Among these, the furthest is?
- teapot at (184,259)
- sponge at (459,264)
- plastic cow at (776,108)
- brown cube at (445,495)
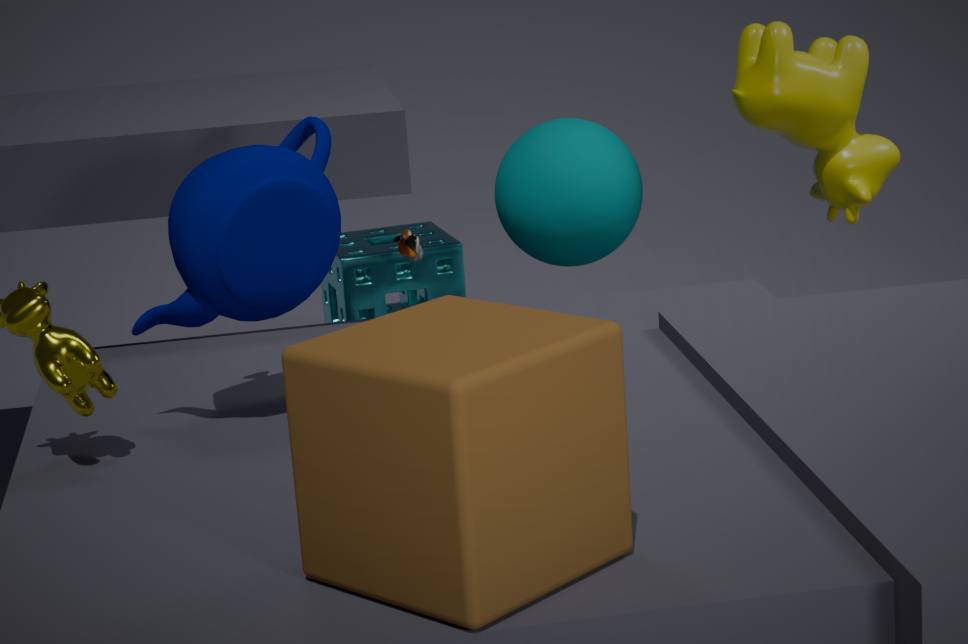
sponge at (459,264)
